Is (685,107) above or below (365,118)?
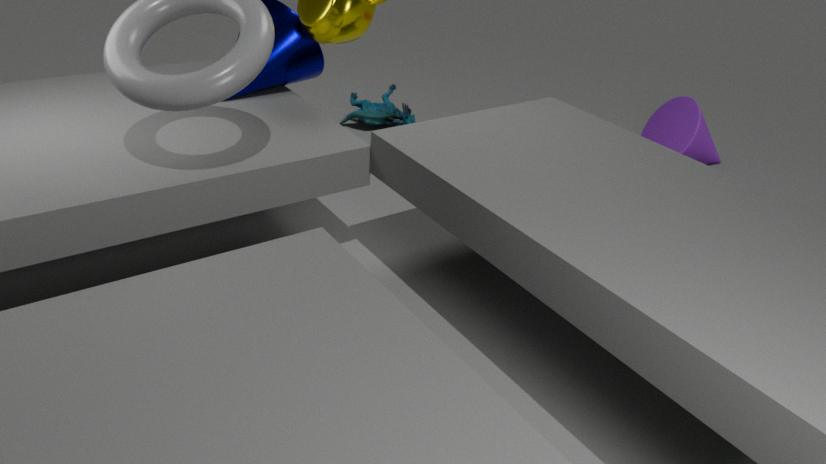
above
